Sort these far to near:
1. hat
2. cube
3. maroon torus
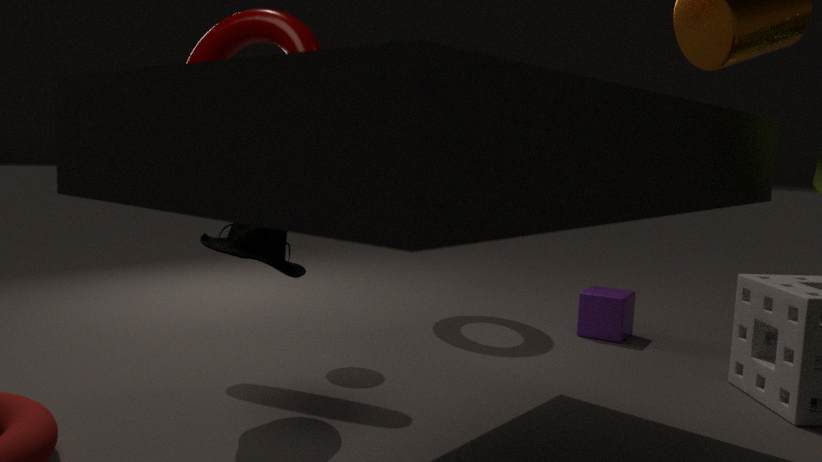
cube → maroon torus → hat
